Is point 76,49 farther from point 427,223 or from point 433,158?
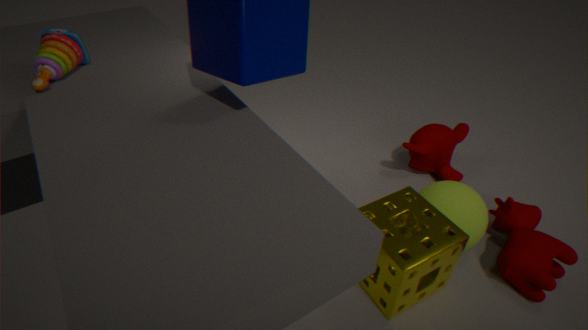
point 433,158
